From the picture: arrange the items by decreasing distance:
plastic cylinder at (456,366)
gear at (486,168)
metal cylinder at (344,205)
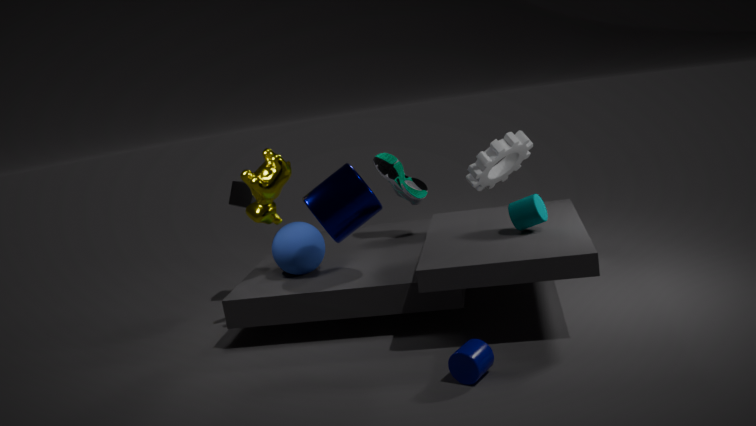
gear at (486,168) < metal cylinder at (344,205) < plastic cylinder at (456,366)
